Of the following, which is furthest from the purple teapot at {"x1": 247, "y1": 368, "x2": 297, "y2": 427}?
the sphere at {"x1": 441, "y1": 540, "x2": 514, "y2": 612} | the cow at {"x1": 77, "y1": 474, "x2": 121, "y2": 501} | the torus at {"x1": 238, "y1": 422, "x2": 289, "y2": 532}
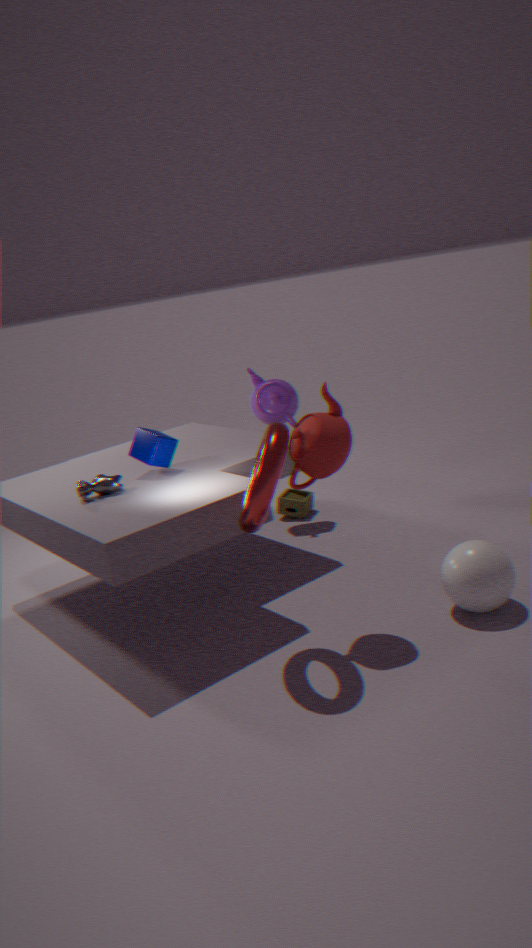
the sphere at {"x1": 441, "y1": 540, "x2": 514, "y2": 612}
